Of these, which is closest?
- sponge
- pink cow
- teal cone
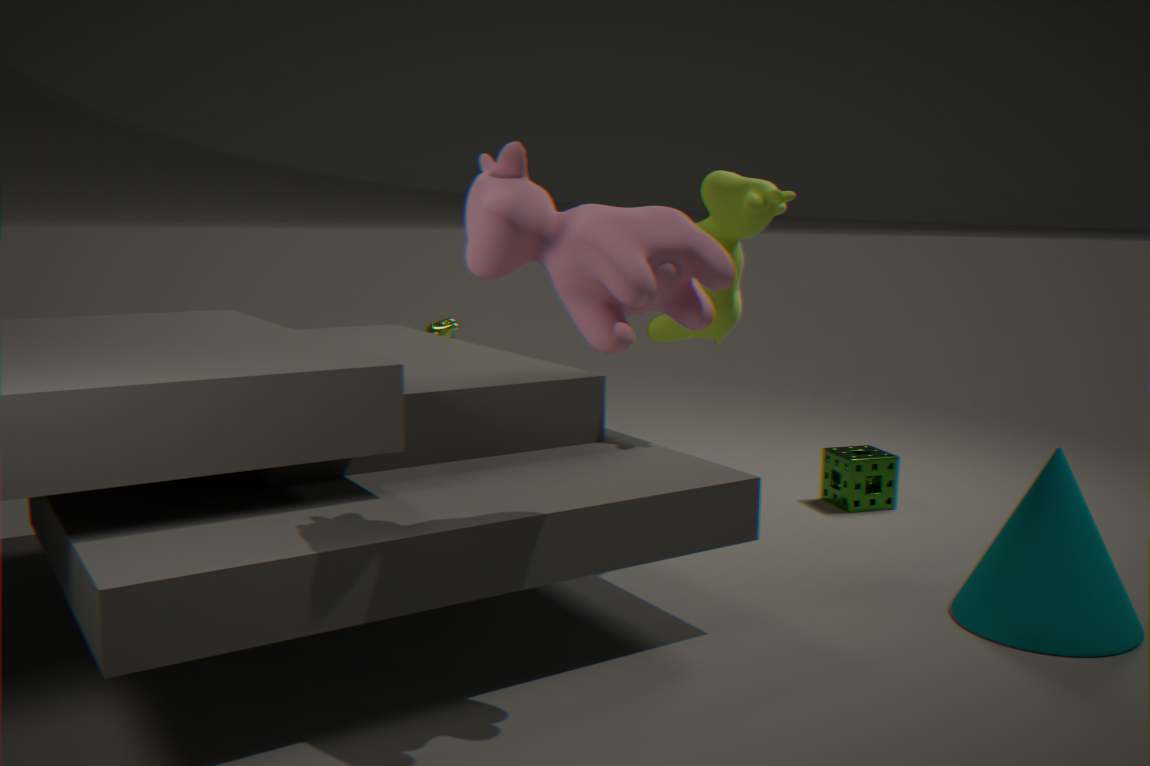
pink cow
